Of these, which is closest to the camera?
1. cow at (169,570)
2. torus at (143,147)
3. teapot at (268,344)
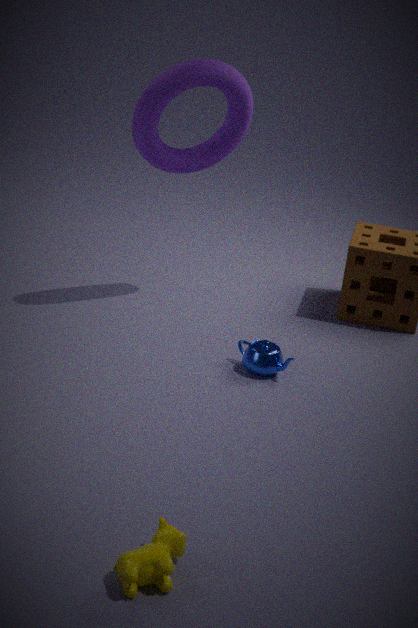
cow at (169,570)
